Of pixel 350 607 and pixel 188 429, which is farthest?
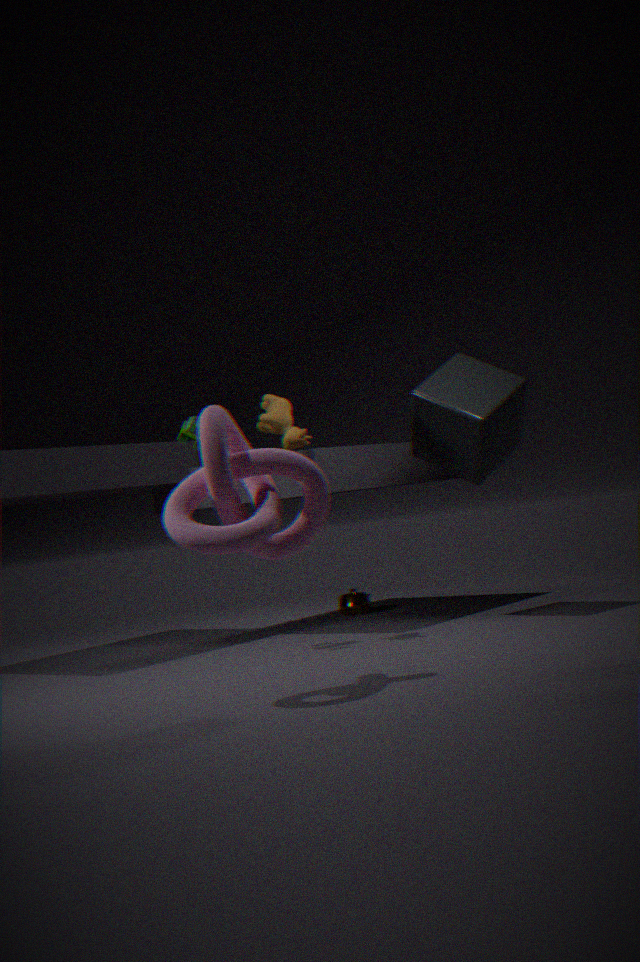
pixel 350 607
